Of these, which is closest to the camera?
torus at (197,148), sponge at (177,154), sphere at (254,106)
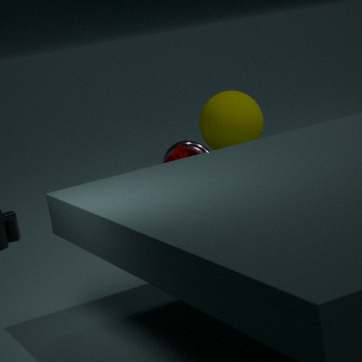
sponge at (177,154)
